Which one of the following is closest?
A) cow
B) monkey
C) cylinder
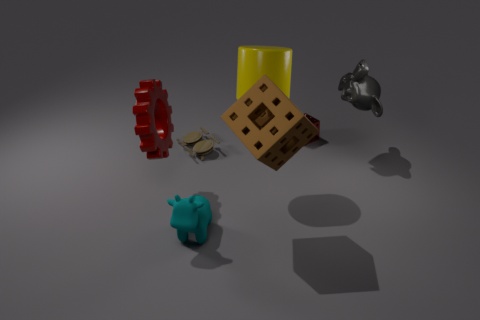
cow
